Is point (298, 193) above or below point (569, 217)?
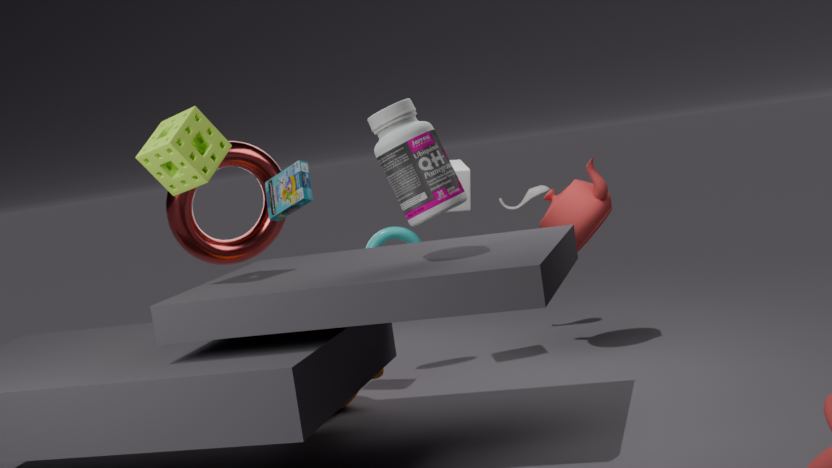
above
